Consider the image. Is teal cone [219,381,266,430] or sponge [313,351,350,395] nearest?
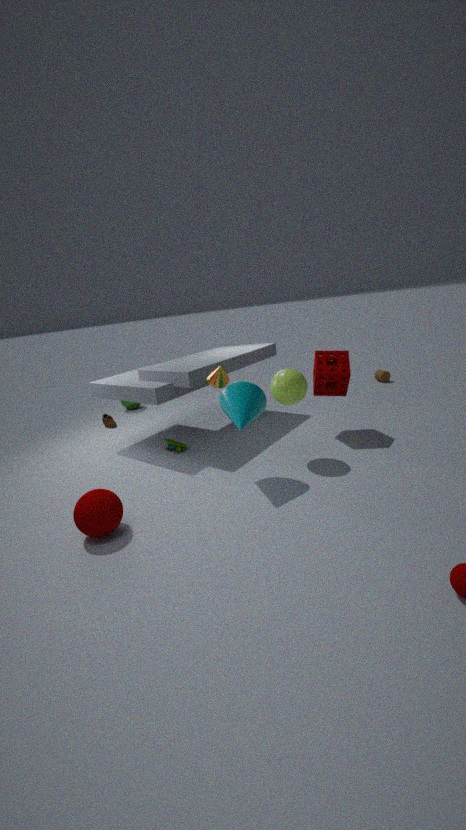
teal cone [219,381,266,430]
